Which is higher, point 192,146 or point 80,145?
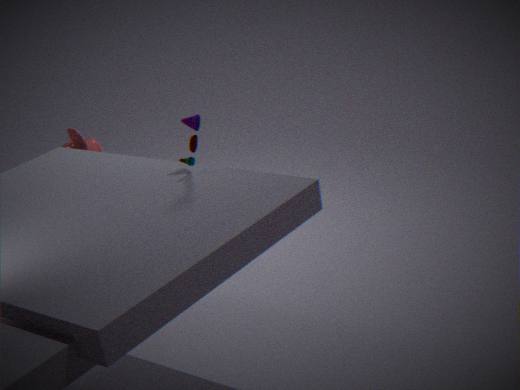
point 192,146
